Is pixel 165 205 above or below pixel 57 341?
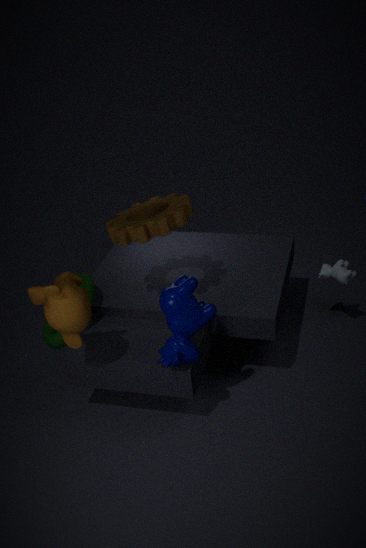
above
